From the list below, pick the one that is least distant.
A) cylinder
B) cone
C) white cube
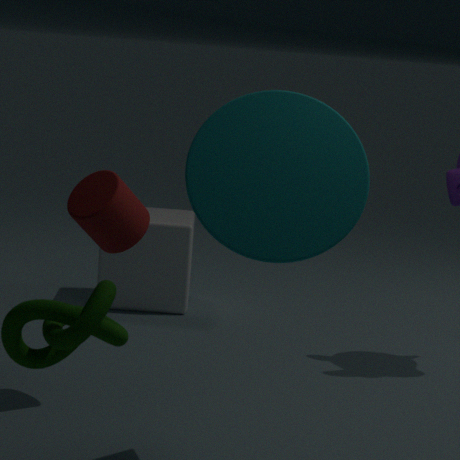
cone
